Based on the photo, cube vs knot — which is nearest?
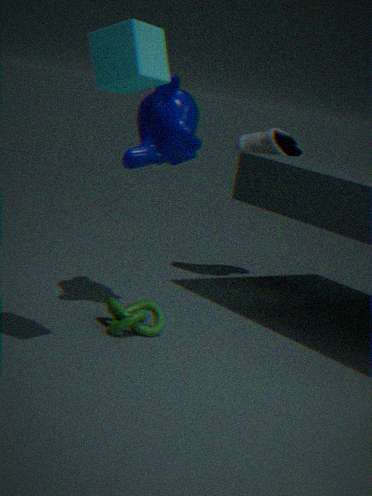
cube
